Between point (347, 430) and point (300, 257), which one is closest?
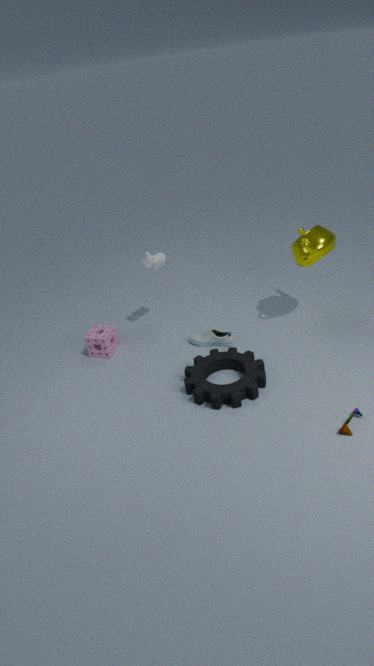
point (347, 430)
